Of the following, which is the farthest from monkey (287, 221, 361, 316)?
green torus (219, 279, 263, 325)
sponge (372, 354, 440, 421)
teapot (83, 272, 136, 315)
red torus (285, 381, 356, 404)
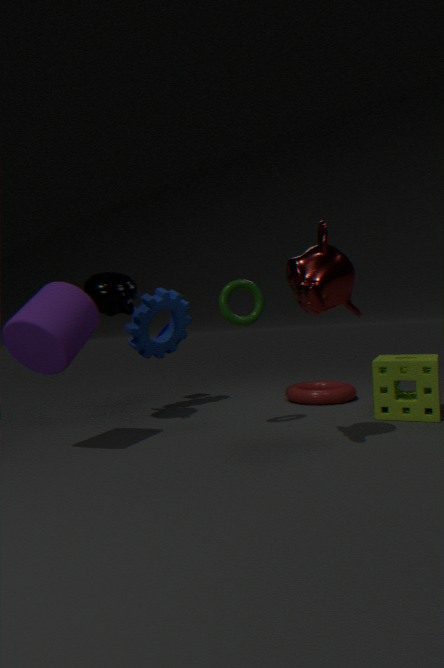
red torus (285, 381, 356, 404)
